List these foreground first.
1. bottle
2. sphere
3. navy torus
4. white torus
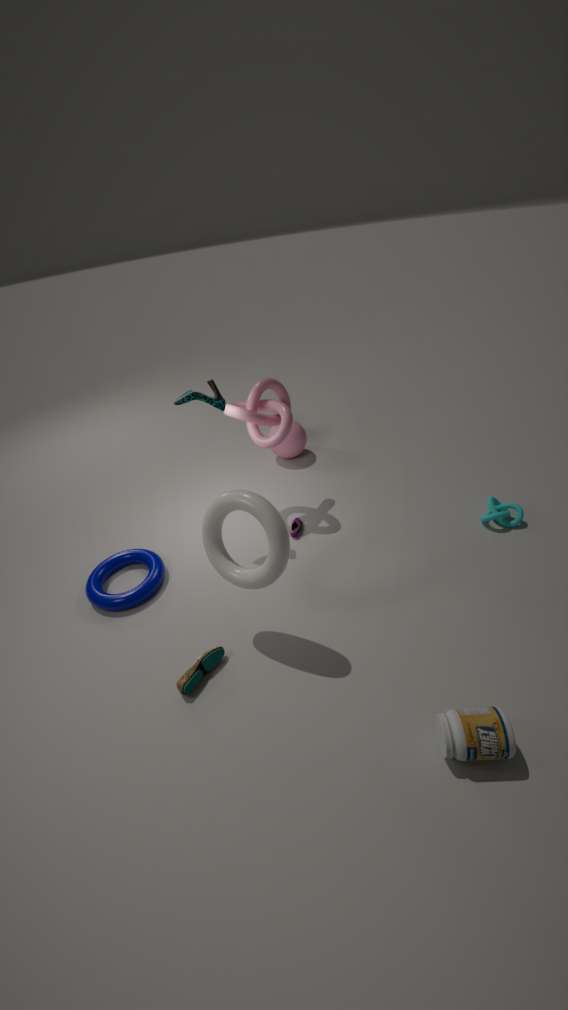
bottle
white torus
navy torus
sphere
